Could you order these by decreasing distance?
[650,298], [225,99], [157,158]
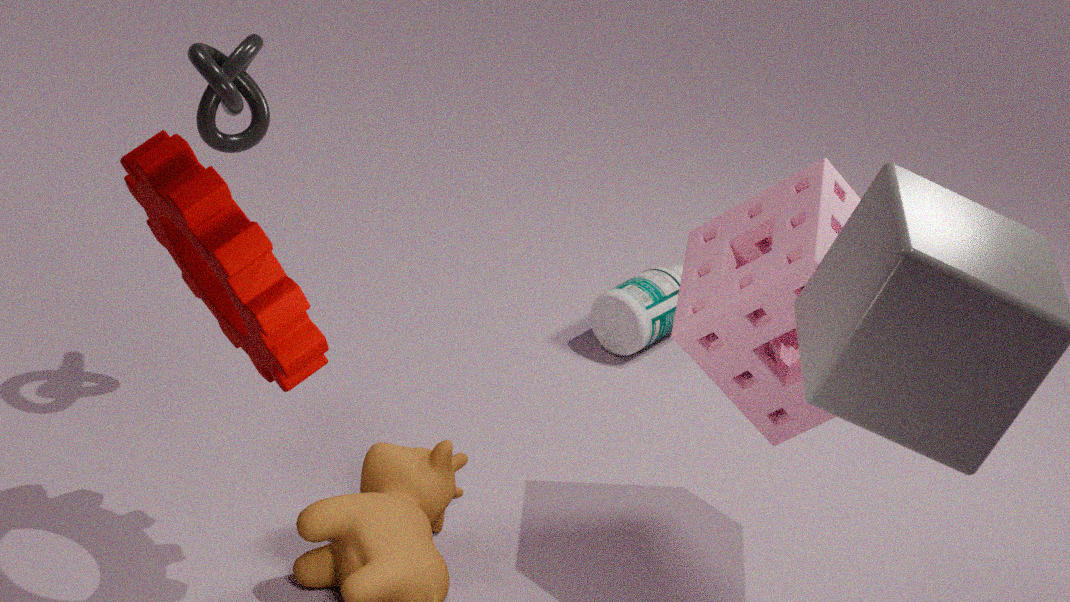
[650,298]
[225,99]
[157,158]
